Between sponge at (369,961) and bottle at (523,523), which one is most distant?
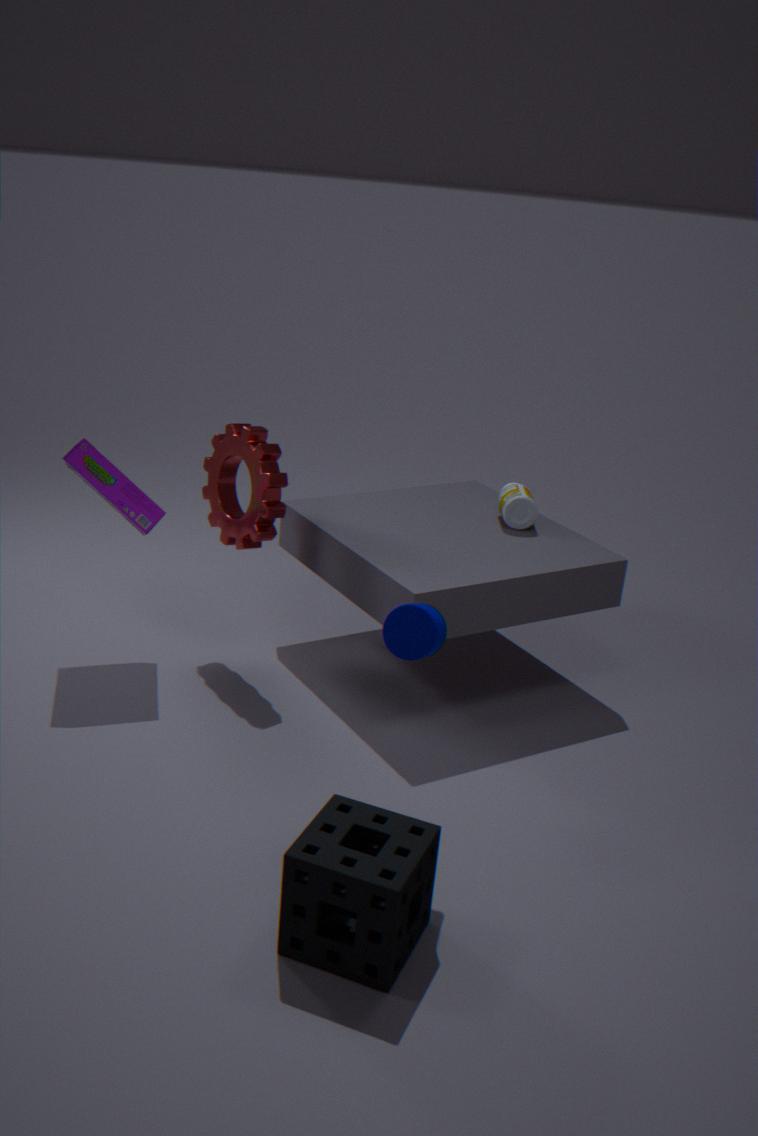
bottle at (523,523)
